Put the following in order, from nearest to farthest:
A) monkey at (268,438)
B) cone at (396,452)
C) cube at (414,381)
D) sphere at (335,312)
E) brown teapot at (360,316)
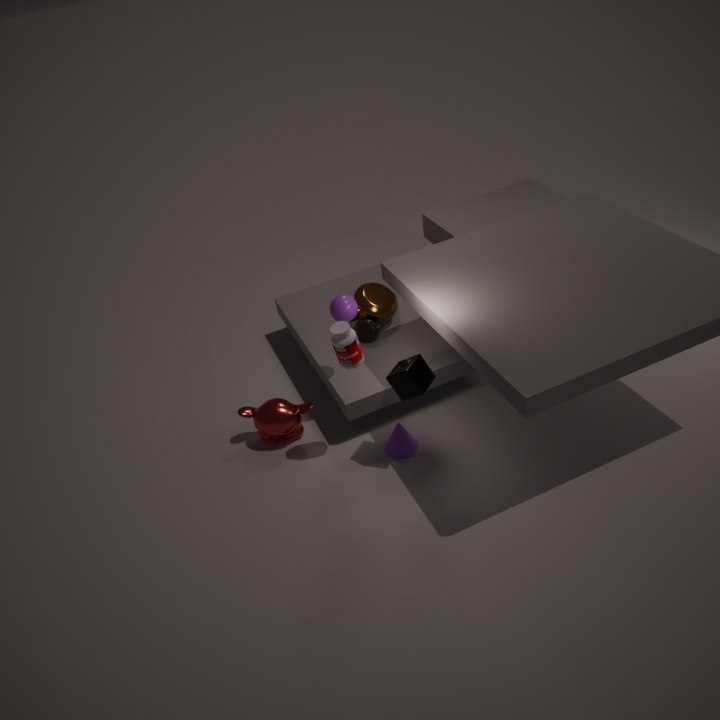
cube at (414,381)
sphere at (335,312)
cone at (396,452)
monkey at (268,438)
brown teapot at (360,316)
